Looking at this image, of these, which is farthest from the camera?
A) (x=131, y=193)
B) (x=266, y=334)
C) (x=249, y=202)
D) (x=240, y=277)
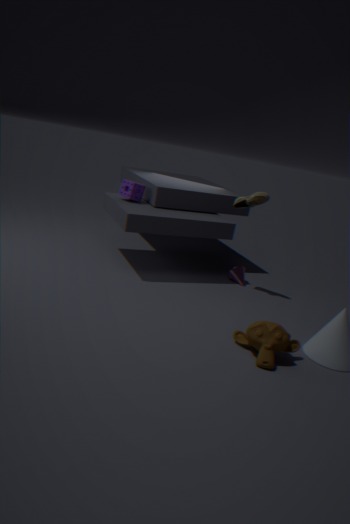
(x=240, y=277)
